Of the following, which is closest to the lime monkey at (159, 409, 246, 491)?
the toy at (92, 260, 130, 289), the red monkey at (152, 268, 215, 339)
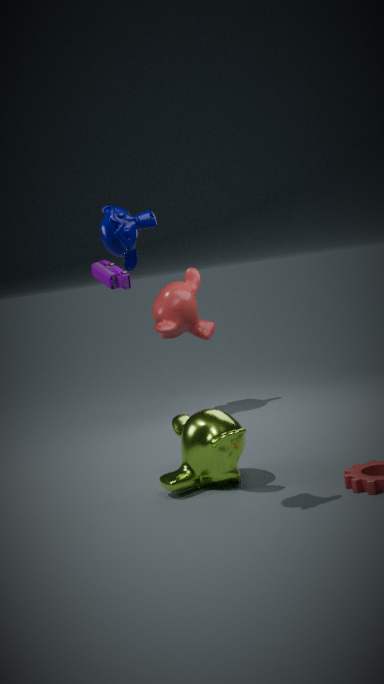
the red monkey at (152, 268, 215, 339)
